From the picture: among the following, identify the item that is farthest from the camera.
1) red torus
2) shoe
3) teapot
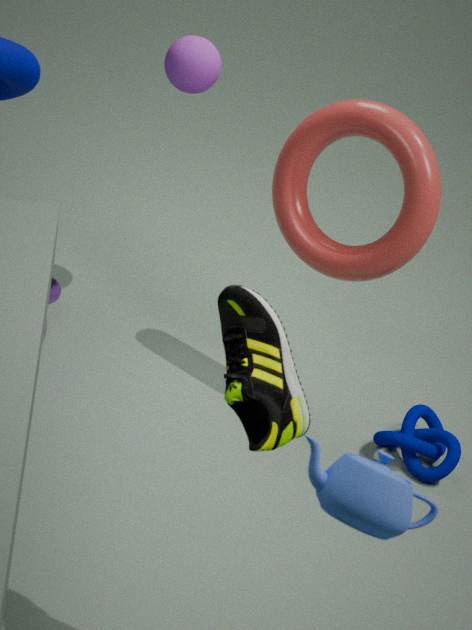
1. red torus
